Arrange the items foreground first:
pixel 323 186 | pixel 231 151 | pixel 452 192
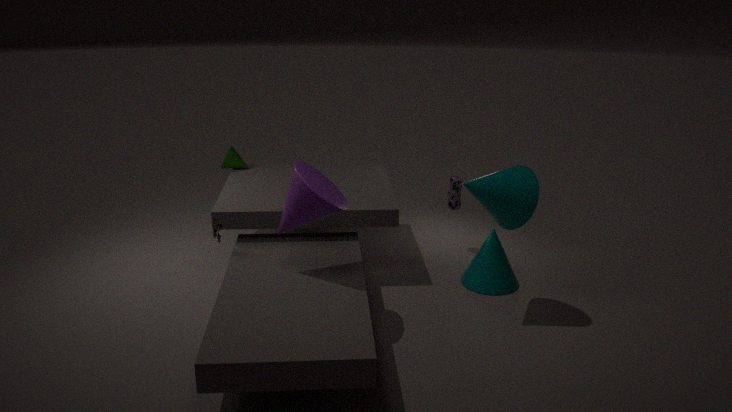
pixel 323 186 < pixel 452 192 < pixel 231 151
